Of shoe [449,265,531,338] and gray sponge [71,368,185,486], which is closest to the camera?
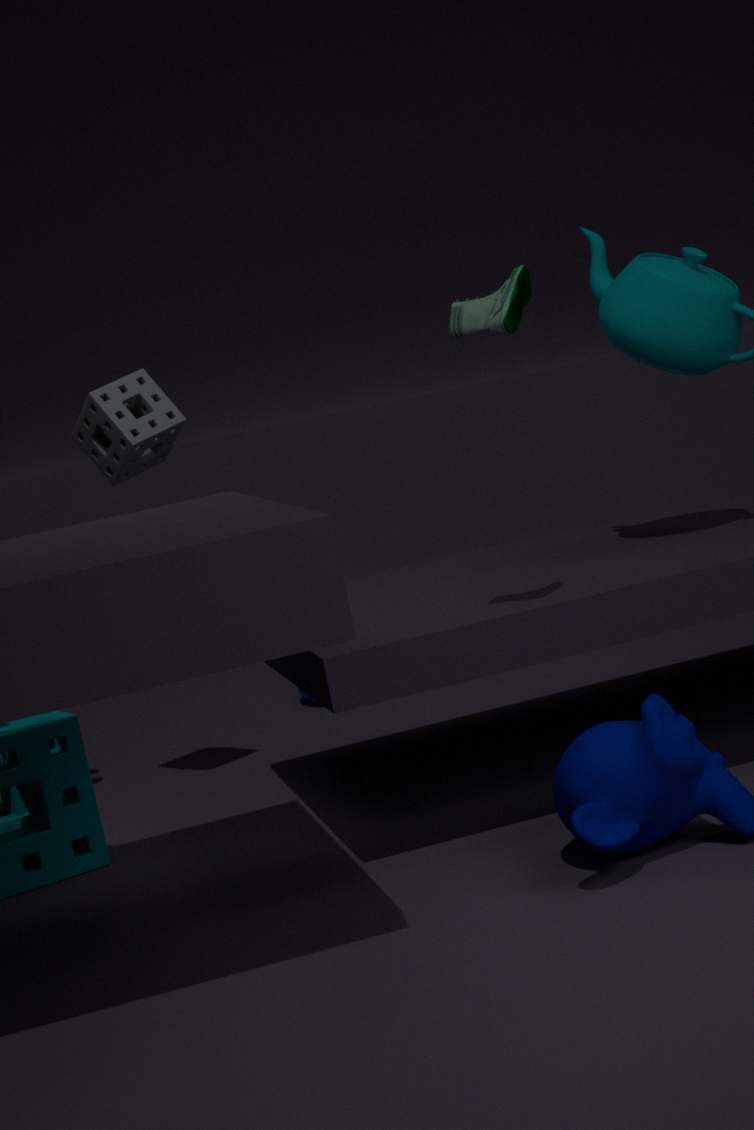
shoe [449,265,531,338]
